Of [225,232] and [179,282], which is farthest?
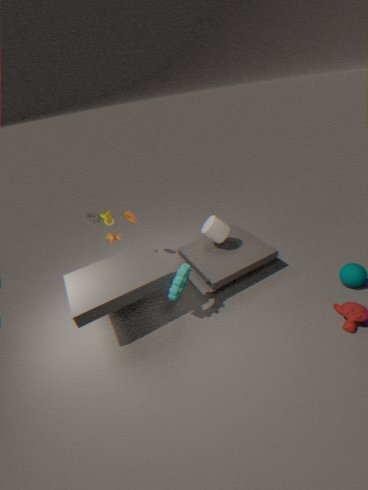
[225,232]
